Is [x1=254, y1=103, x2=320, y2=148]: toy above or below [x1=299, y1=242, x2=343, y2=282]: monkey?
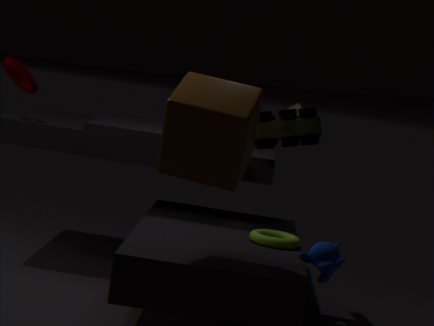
above
